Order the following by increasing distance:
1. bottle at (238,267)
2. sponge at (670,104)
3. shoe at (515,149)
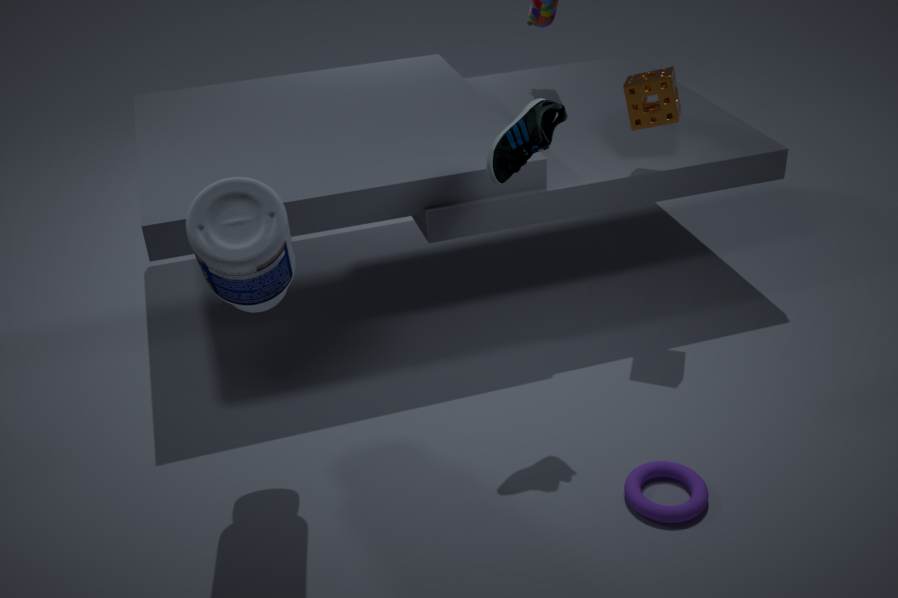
bottle at (238,267) < shoe at (515,149) < sponge at (670,104)
